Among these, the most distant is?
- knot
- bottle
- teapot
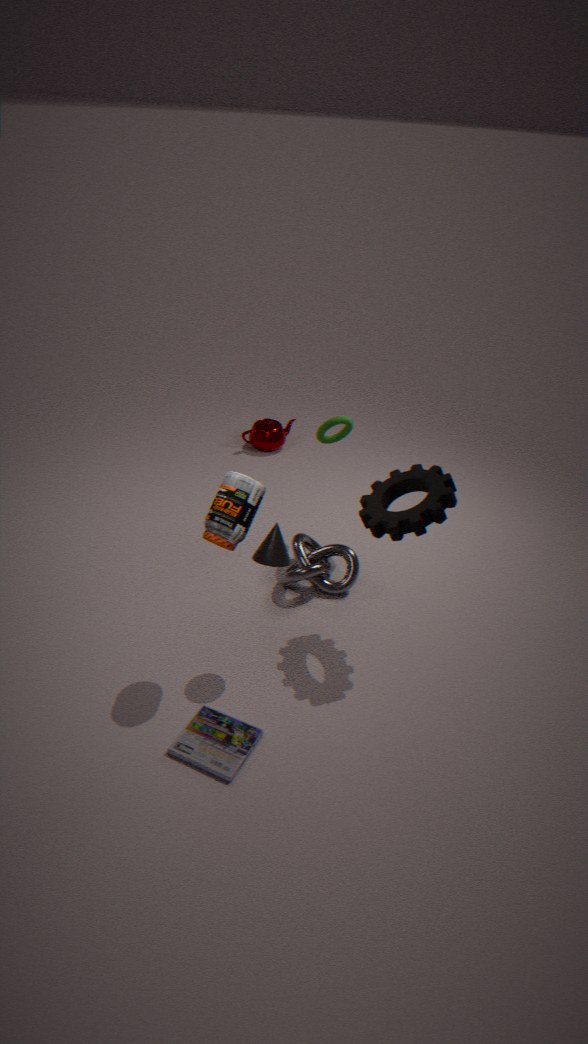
teapot
